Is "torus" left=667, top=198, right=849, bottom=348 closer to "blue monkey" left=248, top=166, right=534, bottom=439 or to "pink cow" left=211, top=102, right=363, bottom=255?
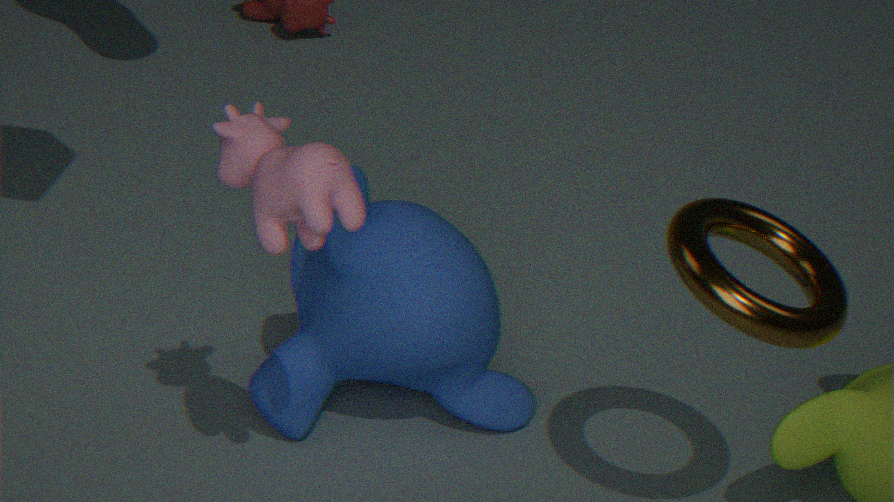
"blue monkey" left=248, top=166, right=534, bottom=439
